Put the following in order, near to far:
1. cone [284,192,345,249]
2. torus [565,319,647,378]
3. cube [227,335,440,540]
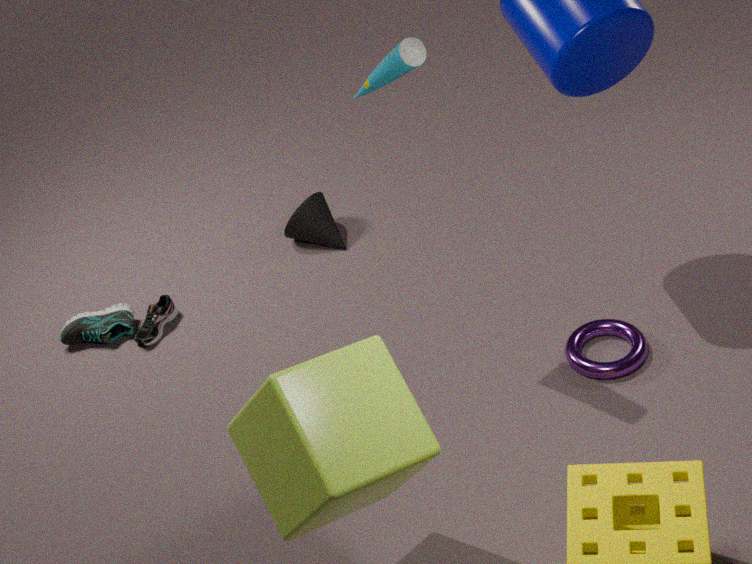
cube [227,335,440,540] → torus [565,319,647,378] → cone [284,192,345,249]
